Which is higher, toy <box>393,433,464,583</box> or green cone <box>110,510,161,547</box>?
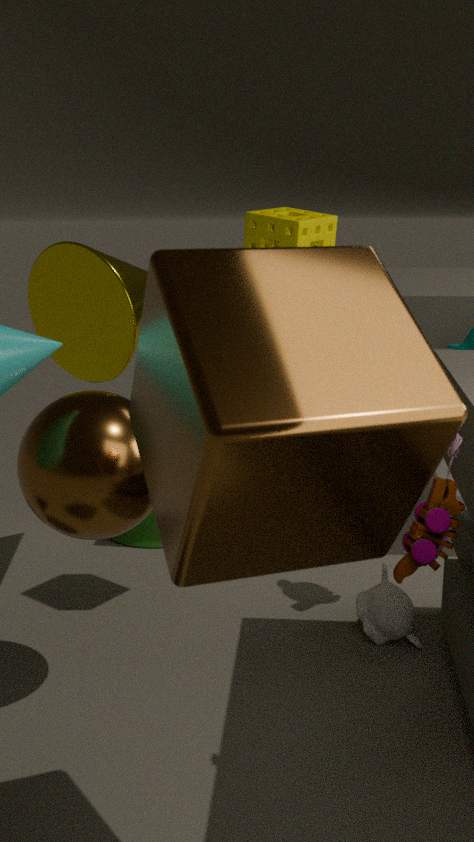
toy <box>393,433,464,583</box>
